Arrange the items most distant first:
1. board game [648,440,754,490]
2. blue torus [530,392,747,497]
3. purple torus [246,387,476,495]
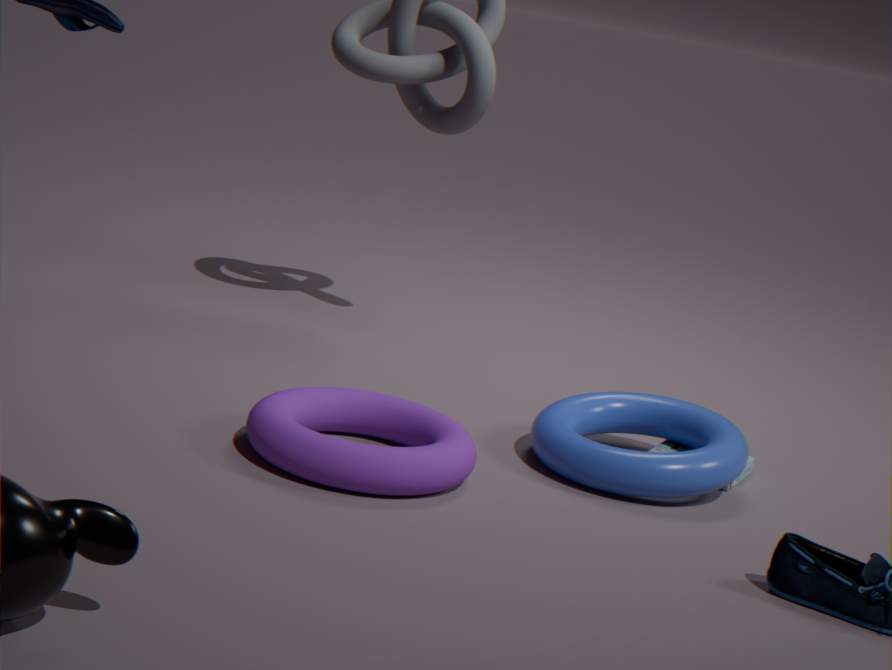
board game [648,440,754,490], blue torus [530,392,747,497], purple torus [246,387,476,495]
